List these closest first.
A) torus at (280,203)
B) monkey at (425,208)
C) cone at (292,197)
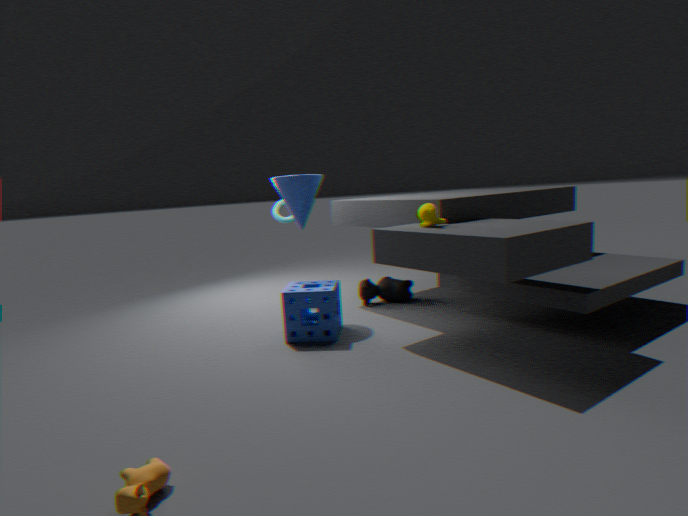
monkey at (425,208)
cone at (292,197)
torus at (280,203)
